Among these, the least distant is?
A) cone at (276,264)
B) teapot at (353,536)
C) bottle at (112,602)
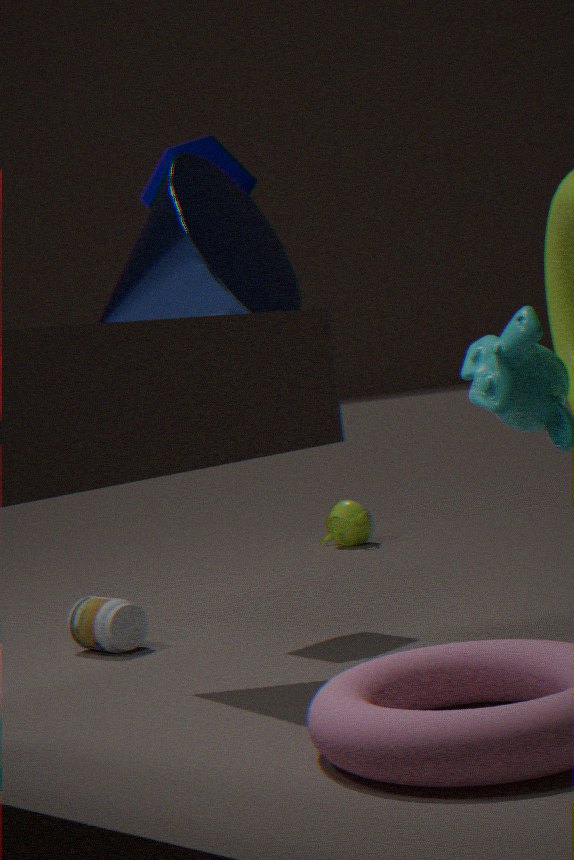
cone at (276,264)
